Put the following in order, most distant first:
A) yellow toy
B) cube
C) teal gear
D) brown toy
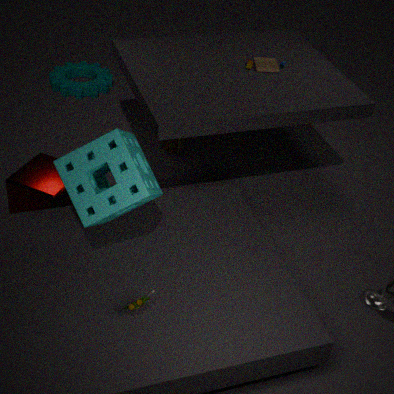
1. teal gear
2. brown toy
3. cube
4. yellow toy
